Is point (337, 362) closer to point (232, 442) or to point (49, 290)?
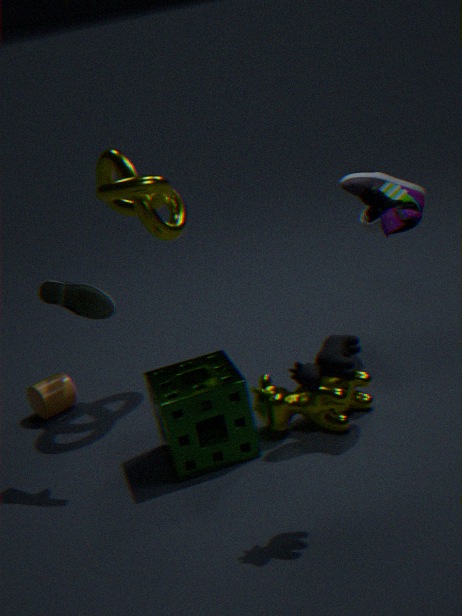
point (232, 442)
